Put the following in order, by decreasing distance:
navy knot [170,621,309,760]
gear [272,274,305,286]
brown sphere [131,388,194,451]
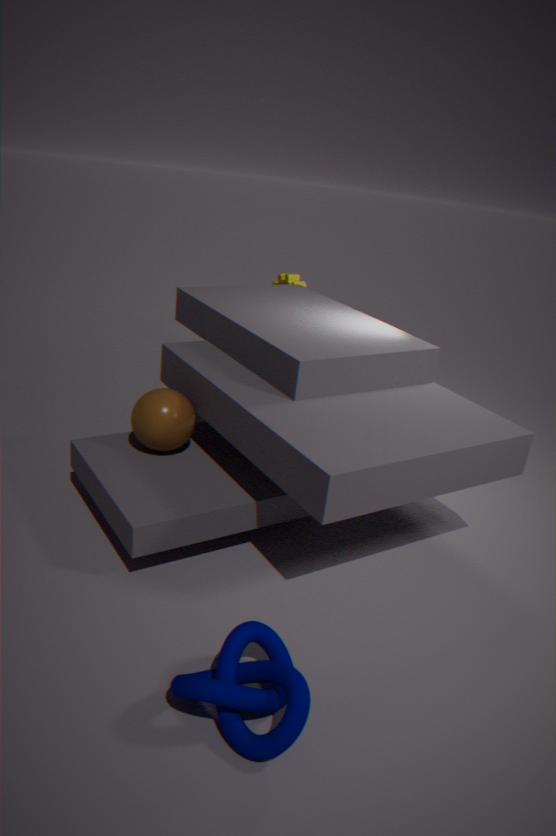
gear [272,274,305,286] → brown sphere [131,388,194,451] → navy knot [170,621,309,760]
